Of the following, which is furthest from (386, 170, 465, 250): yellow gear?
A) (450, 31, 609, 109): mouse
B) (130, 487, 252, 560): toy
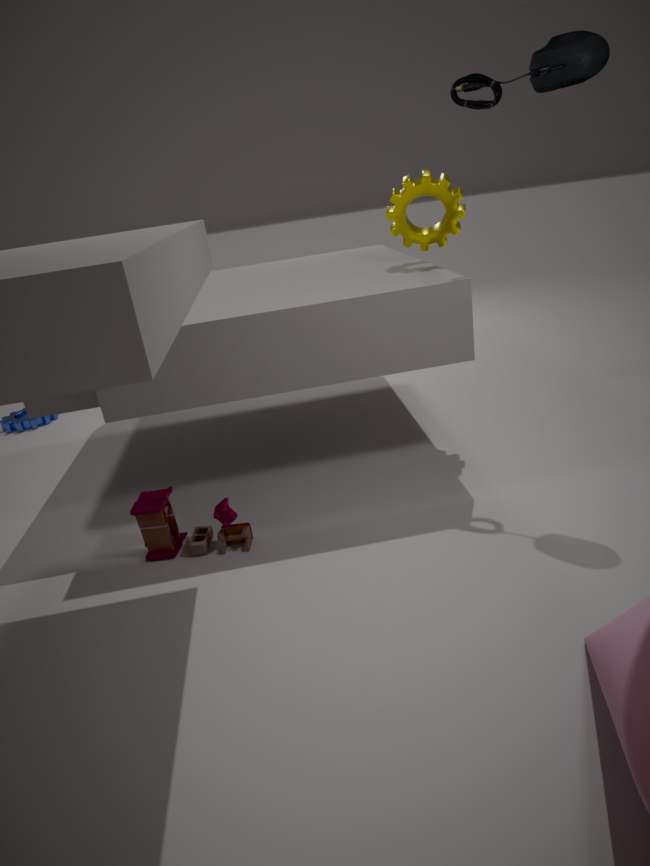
(130, 487, 252, 560): toy
